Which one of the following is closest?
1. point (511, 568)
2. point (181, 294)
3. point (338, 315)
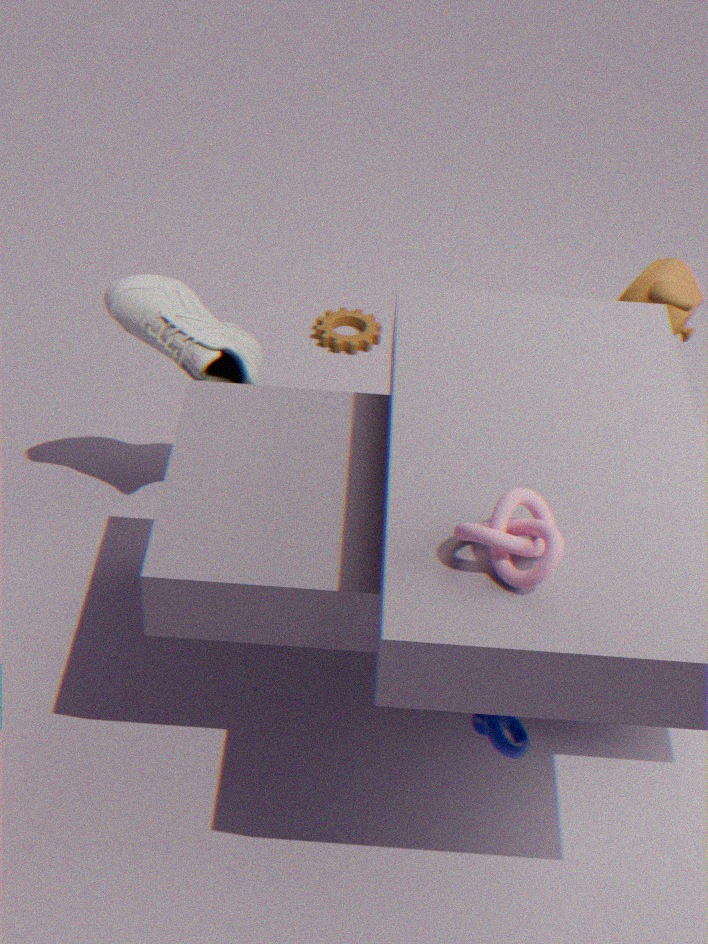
point (511, 568)
